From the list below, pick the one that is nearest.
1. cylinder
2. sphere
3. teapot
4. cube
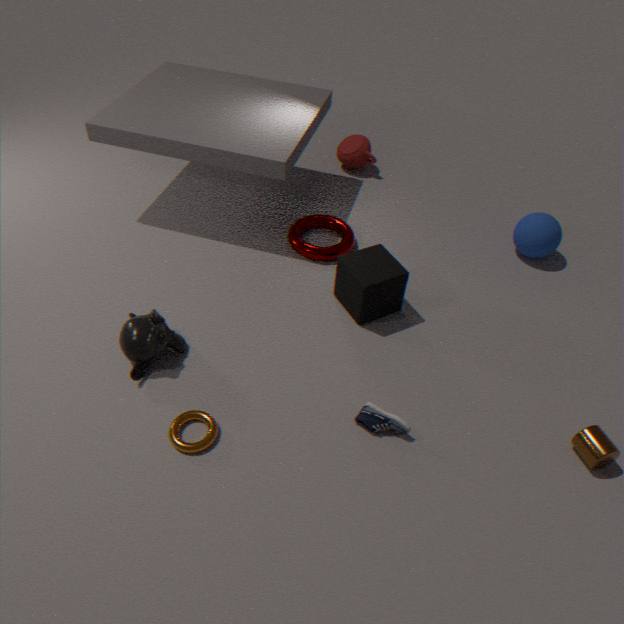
cylinder
